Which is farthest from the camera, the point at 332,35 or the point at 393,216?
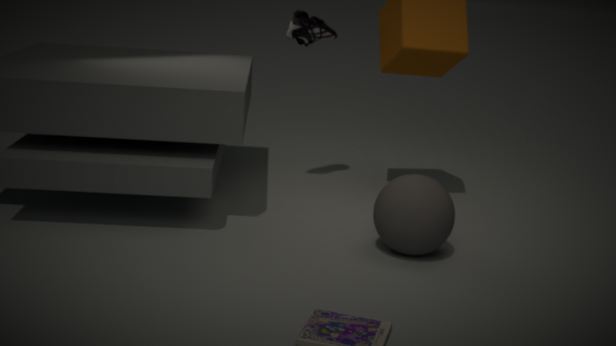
the point at 332,35
